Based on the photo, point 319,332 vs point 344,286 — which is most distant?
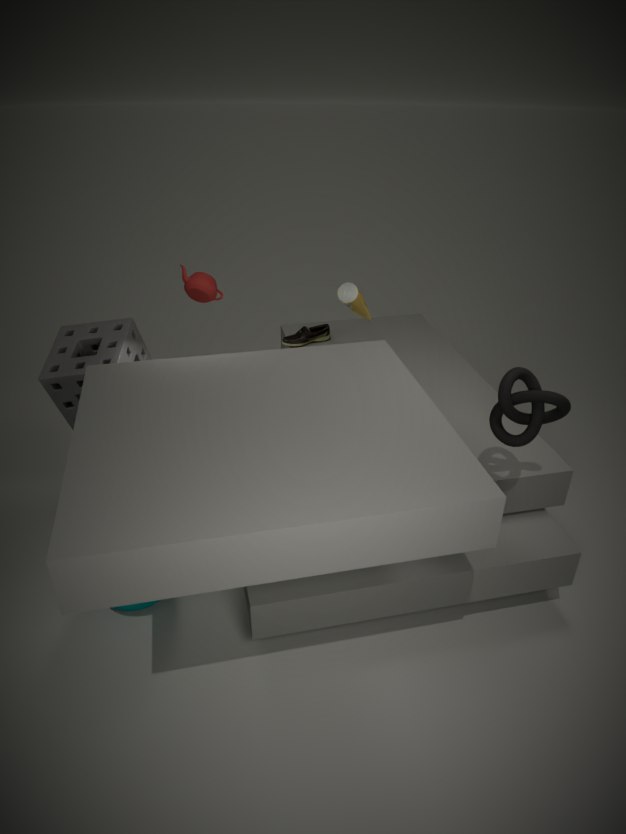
point 319,332
